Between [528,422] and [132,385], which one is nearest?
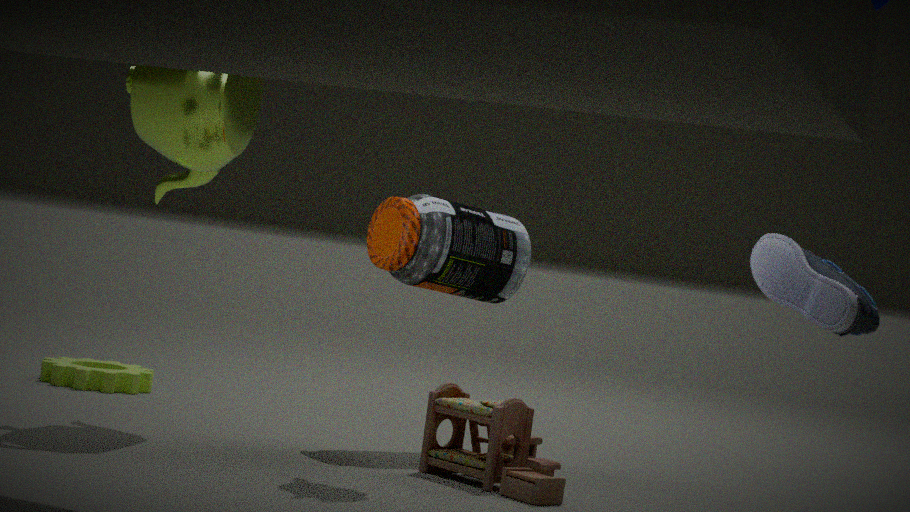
[528,422]
